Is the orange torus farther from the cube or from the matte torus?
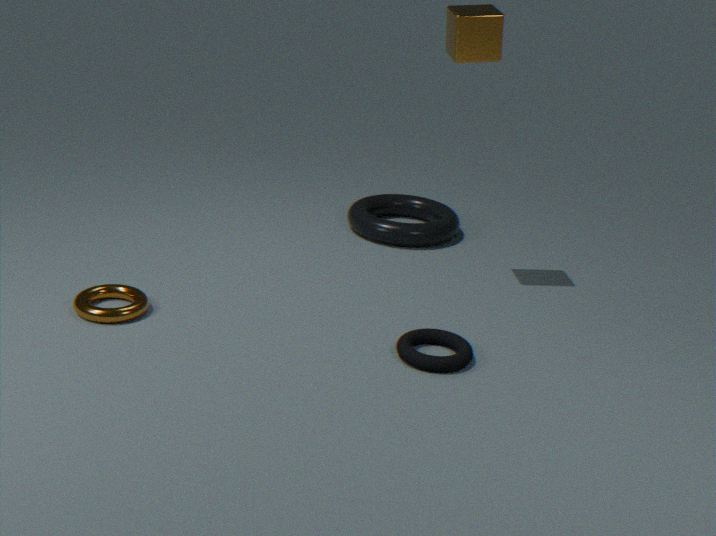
the cube
